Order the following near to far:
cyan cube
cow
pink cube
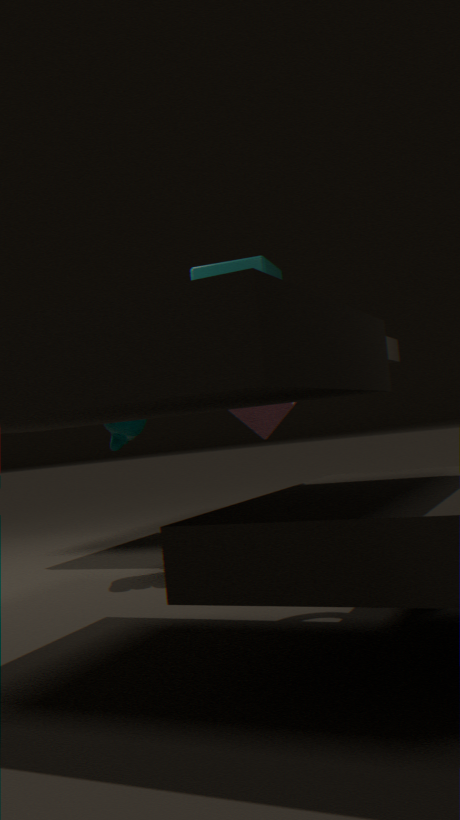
pink cube, cow, cyan cube
